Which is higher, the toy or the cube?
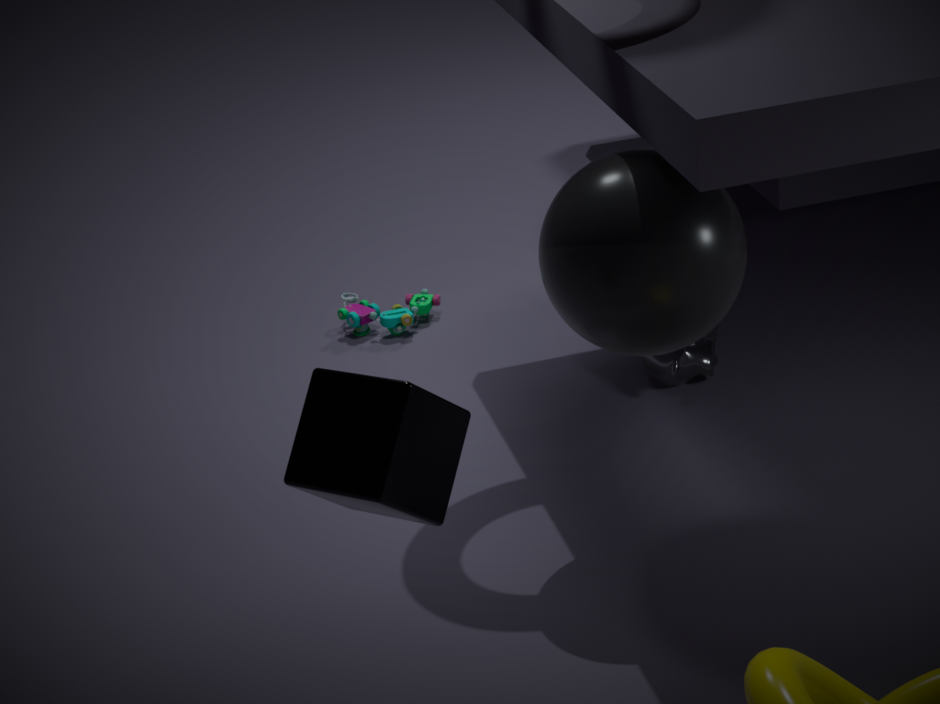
the cube
